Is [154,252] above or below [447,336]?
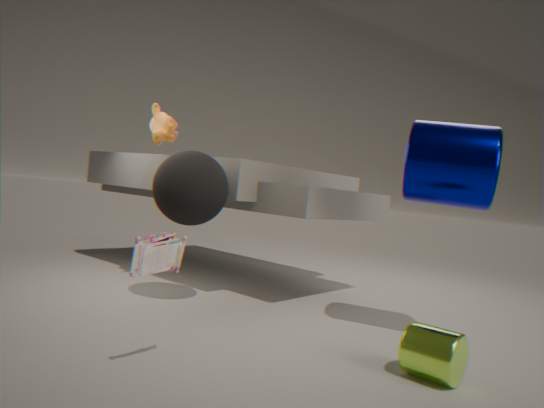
above
